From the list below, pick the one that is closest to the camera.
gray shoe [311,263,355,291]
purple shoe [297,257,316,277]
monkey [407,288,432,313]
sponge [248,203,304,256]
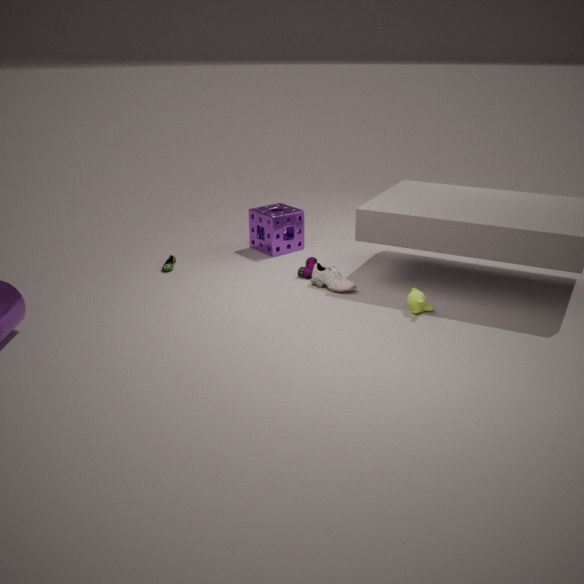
monkey [407,288,432,313]
